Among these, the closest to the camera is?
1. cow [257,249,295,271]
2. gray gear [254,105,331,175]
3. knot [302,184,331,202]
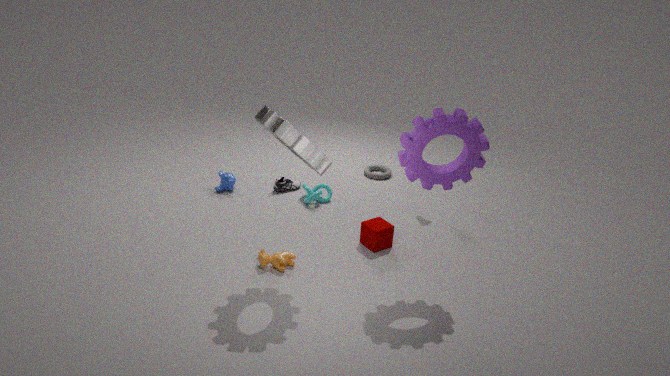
gray gear [254,105,331,175]
